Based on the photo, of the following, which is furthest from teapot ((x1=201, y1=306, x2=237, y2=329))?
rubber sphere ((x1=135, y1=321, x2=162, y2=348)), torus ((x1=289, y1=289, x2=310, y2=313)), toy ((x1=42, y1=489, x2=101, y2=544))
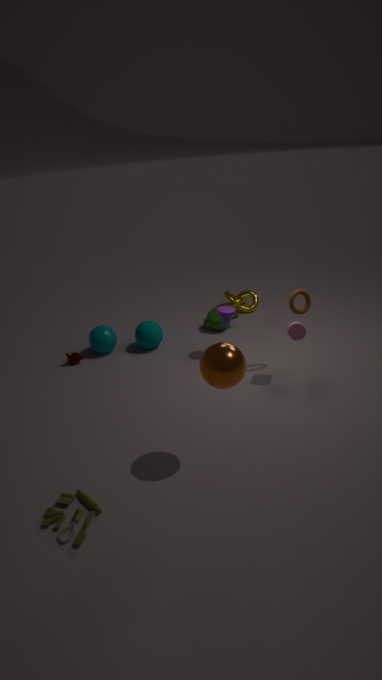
toy ((x1=42, y1=489, x2=101, y2=544))
